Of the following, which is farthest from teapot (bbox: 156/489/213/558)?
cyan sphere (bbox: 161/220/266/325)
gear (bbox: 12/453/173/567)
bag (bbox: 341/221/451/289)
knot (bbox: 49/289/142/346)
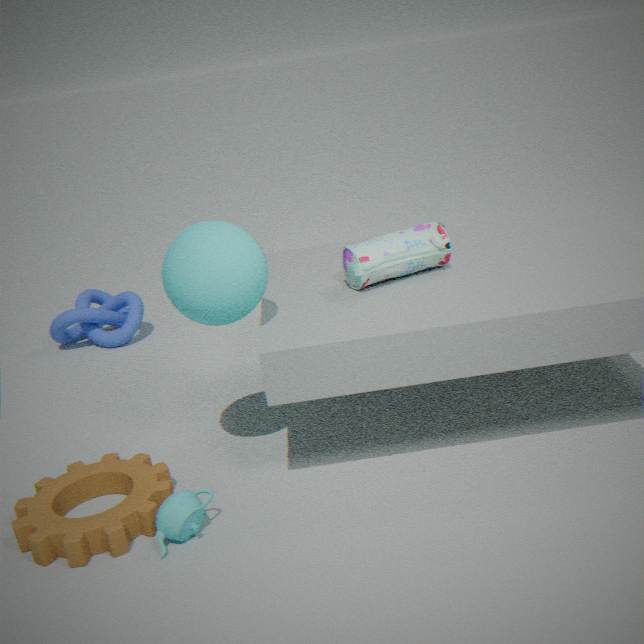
knot (bbox: 49/289/142/346)
